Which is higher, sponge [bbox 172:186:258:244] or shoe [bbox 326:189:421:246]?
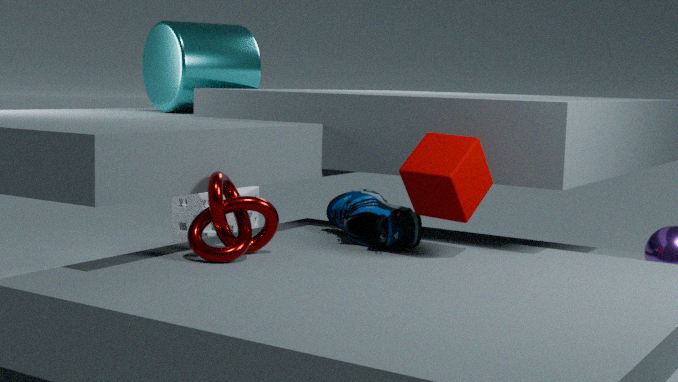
shoe [bbox 326:189:421:246]
